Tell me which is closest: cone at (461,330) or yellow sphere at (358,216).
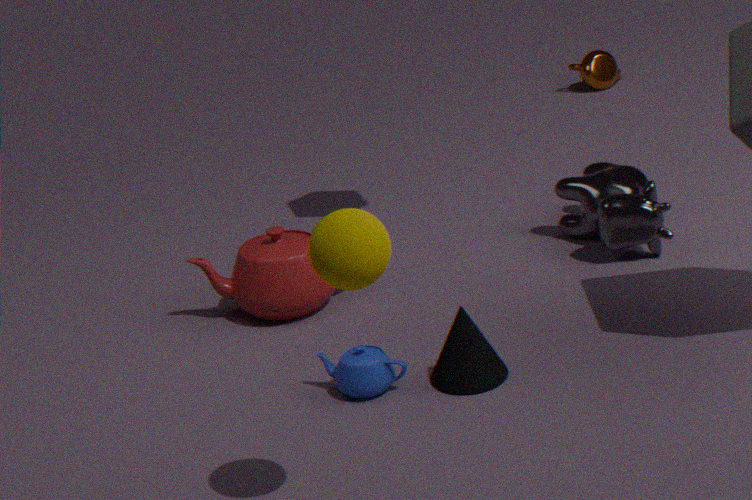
yellow sphere at (358,216)
